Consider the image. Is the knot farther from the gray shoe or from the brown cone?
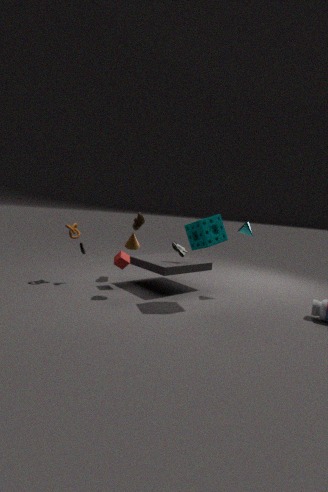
Result: the gray shoe
